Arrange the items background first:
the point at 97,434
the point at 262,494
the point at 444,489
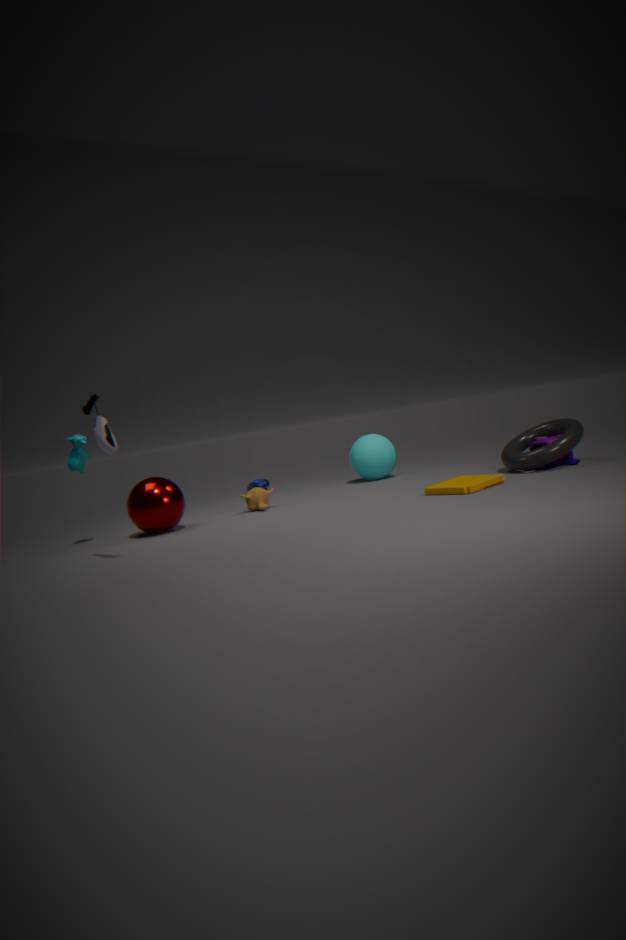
the point at 262,494 < the point at 444,489 < the point at 97,434
